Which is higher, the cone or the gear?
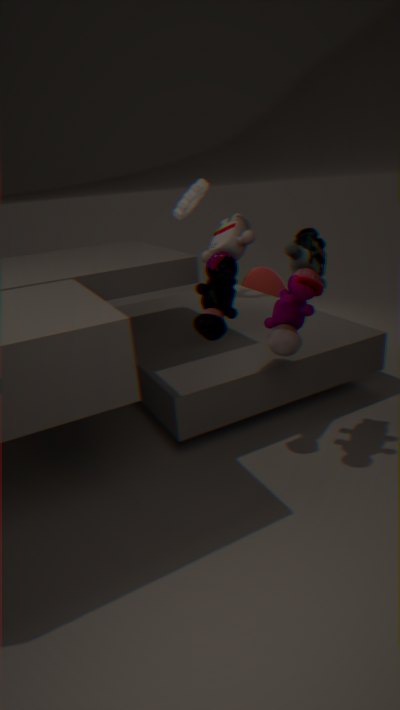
the gear
